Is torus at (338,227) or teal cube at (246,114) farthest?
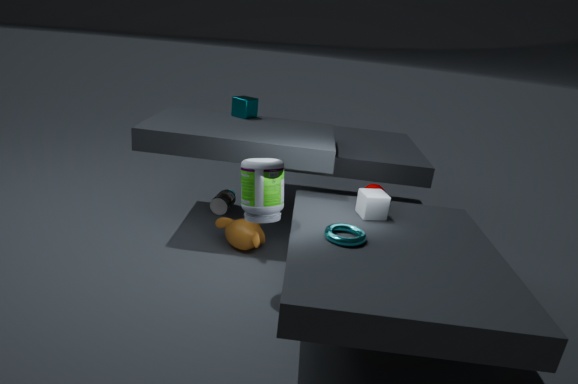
teal cube at (246,114)
